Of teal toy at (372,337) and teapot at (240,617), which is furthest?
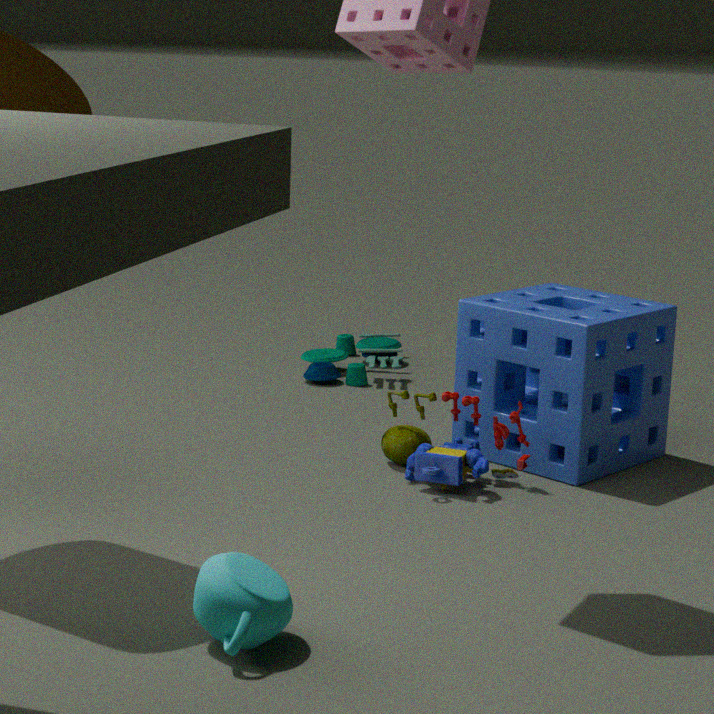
teal toy at (372,337)
